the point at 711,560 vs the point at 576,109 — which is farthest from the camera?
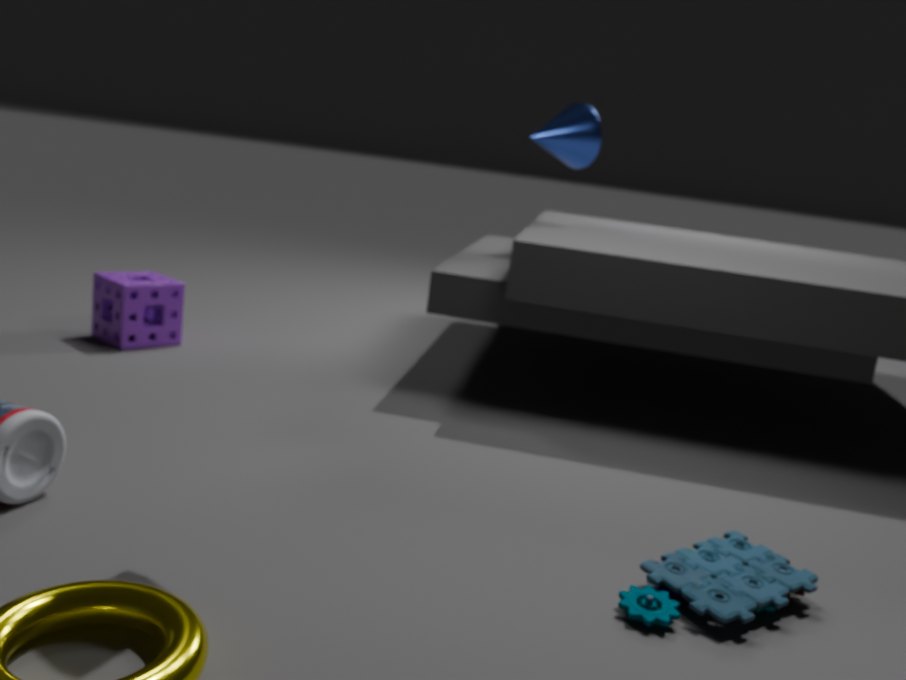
the point at 576,109
